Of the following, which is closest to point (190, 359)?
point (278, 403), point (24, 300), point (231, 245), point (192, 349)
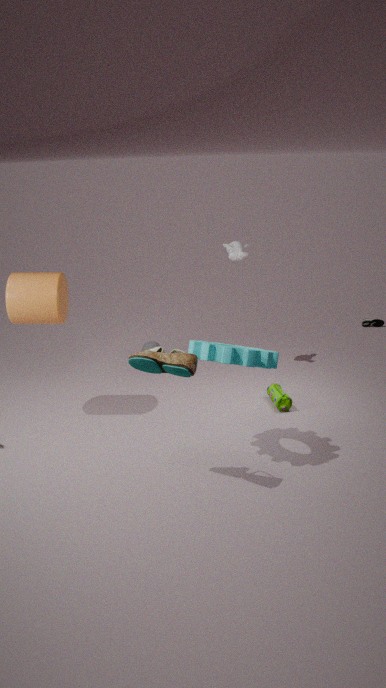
point (192, 349)
